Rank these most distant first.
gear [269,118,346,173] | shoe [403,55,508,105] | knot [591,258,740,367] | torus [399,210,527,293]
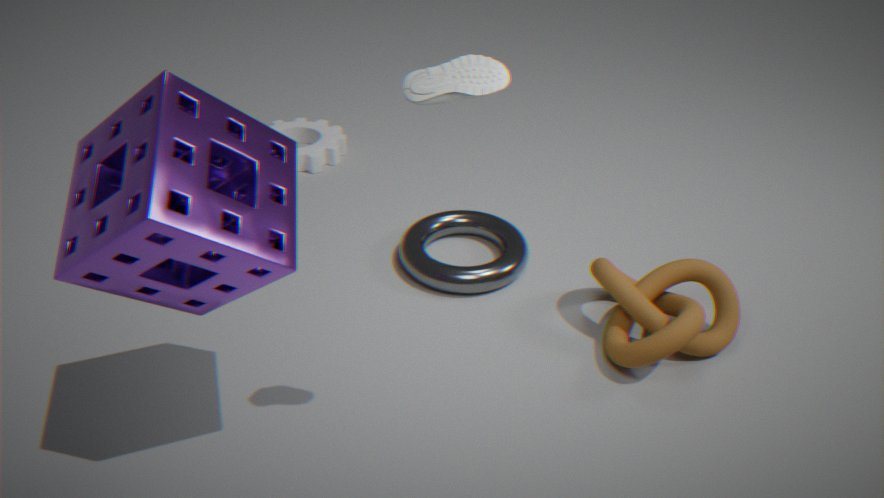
gear [269,118,346,173]
torus [399,210,527,293]
knot [591,258,740,367]
shoe [403,55,508,105]
